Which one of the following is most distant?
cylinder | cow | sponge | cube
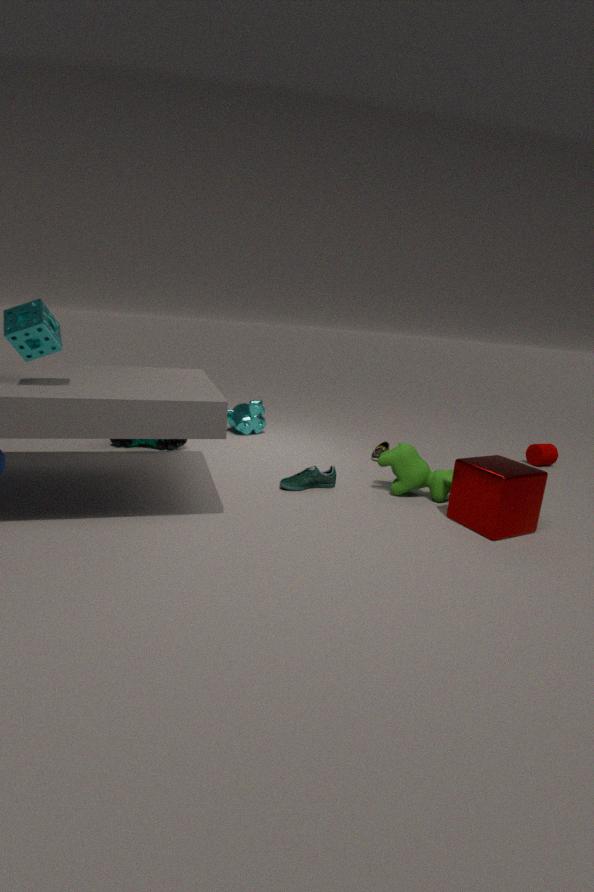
cylinder
